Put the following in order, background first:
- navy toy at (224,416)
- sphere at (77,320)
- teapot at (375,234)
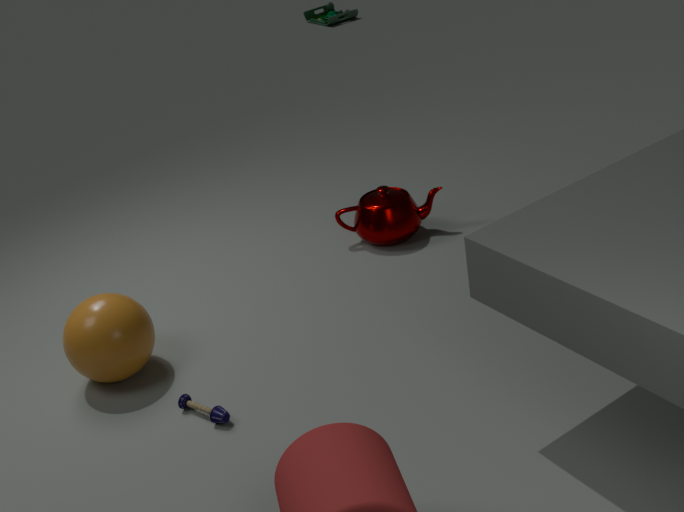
1. teapot at (375,234)
2. sphere at (77,320)
3. navy toy at (224,416)
